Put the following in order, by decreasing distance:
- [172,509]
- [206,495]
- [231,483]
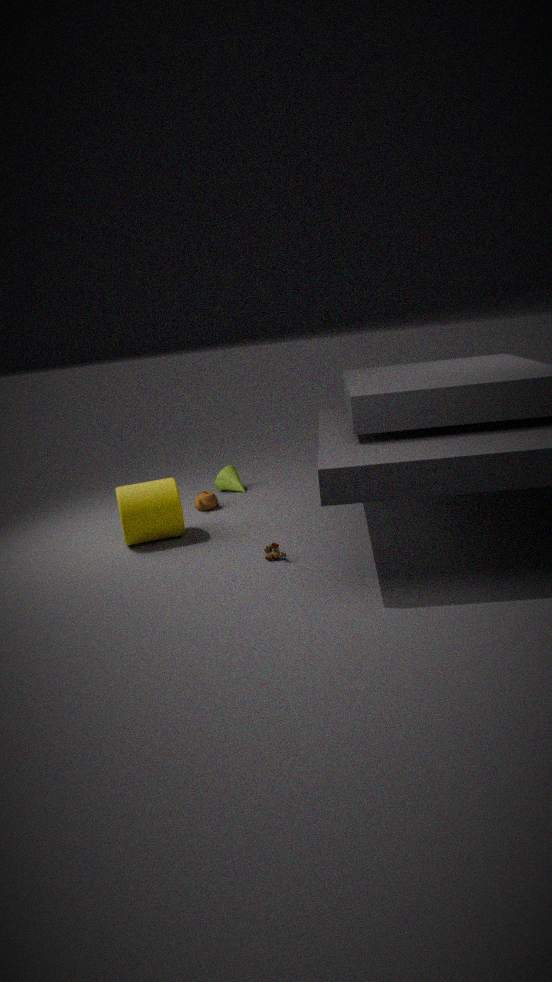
[231,483] < [206,495] < [172,509]
